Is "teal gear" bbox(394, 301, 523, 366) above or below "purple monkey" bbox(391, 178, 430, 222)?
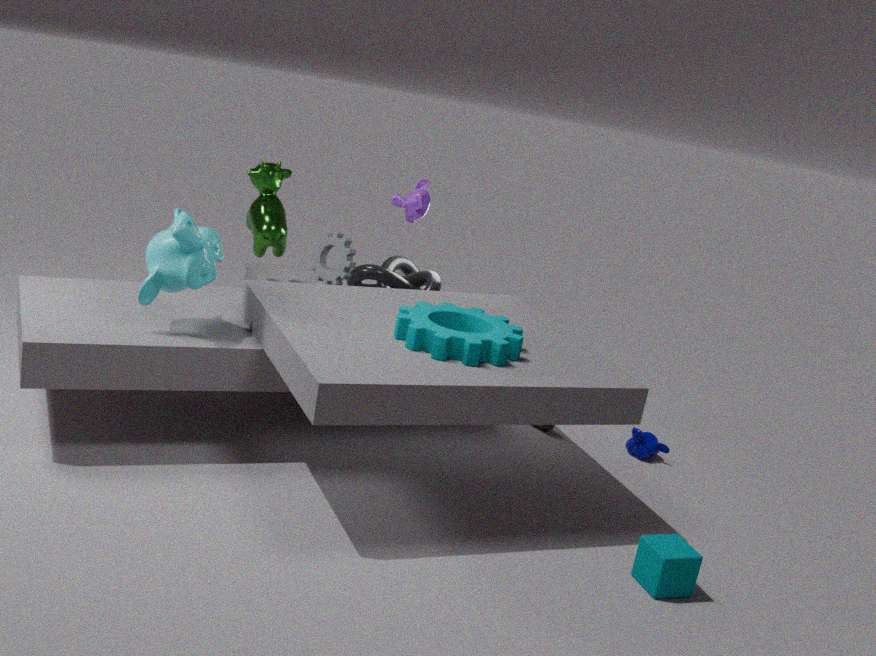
below
